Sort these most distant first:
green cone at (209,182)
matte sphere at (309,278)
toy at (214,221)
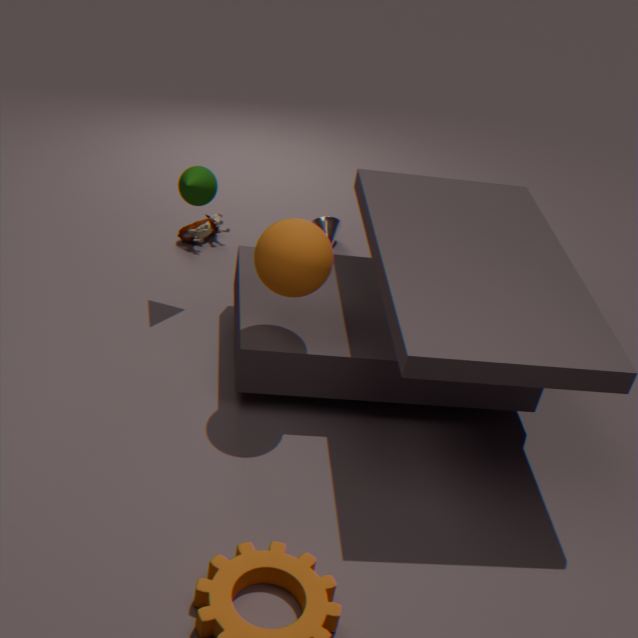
toy at (214,221), green cone at (209,182), matte sphere at (309,278)
